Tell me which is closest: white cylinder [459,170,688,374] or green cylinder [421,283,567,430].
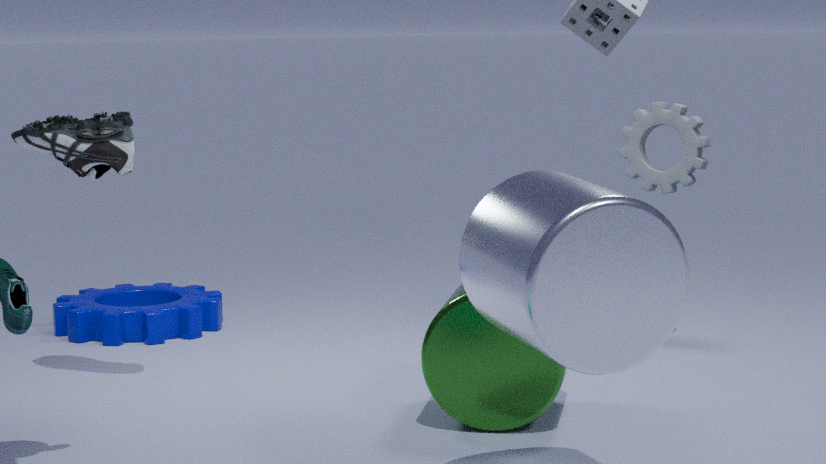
white cylinder [459,170,688,374]
